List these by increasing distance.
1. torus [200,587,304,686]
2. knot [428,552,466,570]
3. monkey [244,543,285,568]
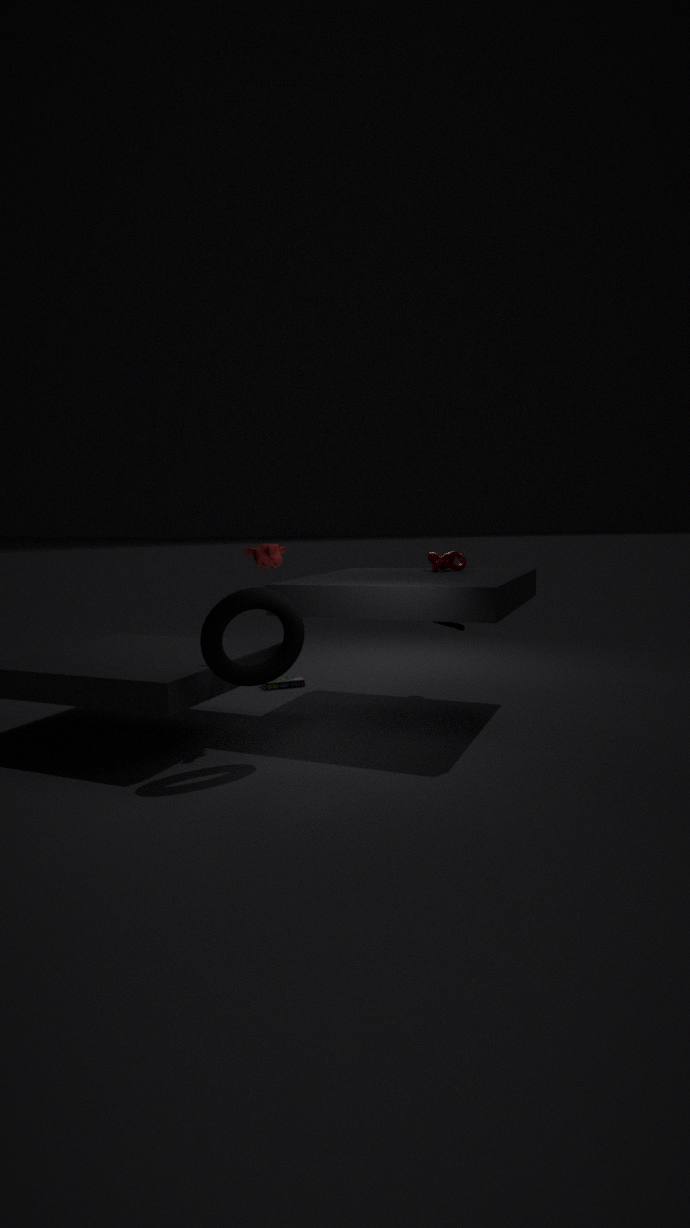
torus [200,587,304,686], monkey [244,543,285,568], knot [428,552,466,570]
